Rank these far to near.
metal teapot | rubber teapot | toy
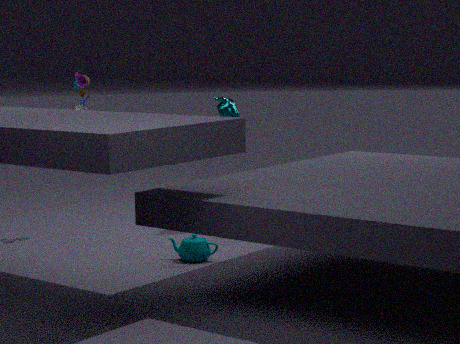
metal teapot
toy
rubber teapot
